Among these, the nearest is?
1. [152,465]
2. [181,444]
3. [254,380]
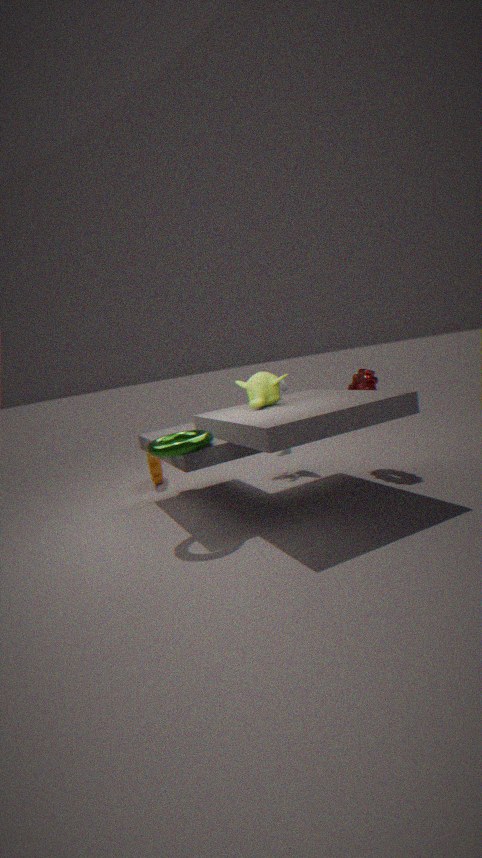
[181,444]
